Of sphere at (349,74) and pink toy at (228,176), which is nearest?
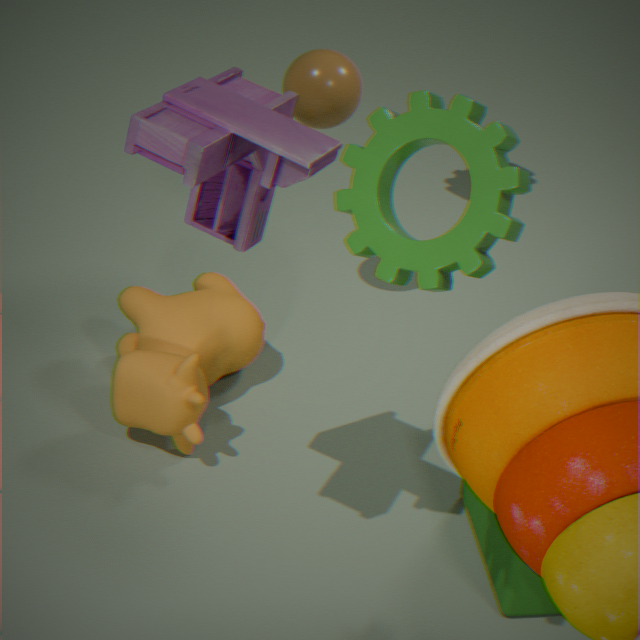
pink toy at (228,176)
